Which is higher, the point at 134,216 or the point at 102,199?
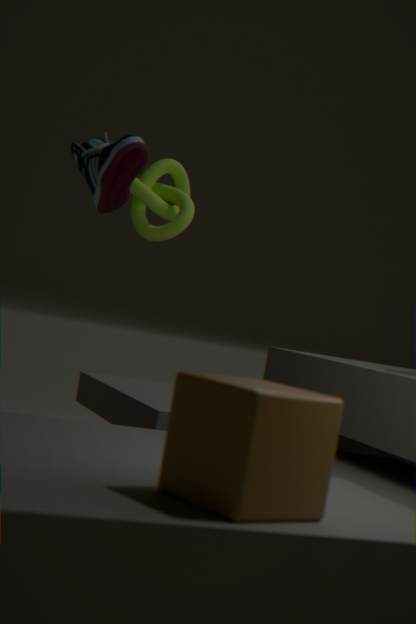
the point at 134,216
